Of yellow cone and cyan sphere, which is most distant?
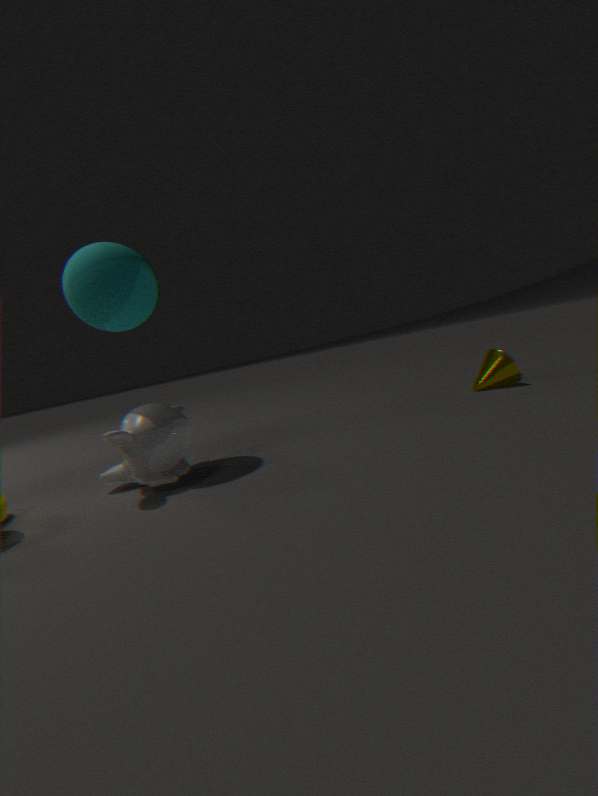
yellow cone
